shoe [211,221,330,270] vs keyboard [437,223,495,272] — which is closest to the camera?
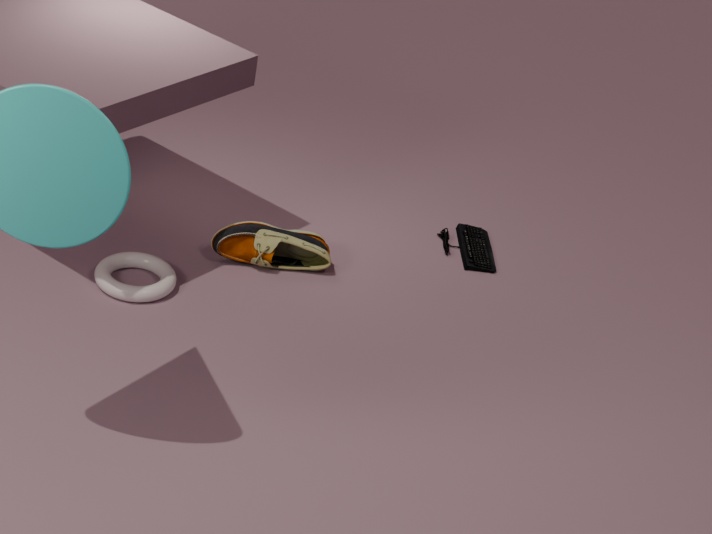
shoe [211,221,330,270]
